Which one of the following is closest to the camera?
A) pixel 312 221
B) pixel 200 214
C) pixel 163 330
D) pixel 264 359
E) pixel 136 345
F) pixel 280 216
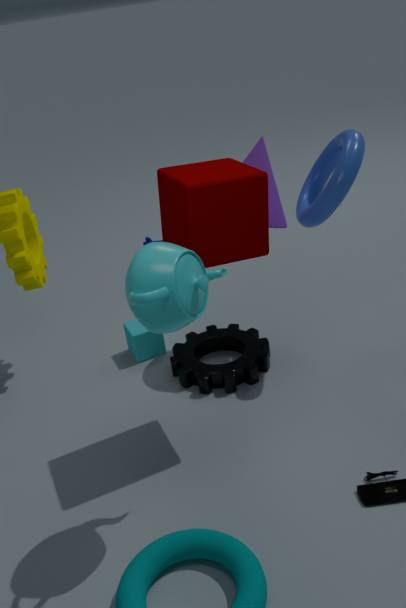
pixel 163 330
